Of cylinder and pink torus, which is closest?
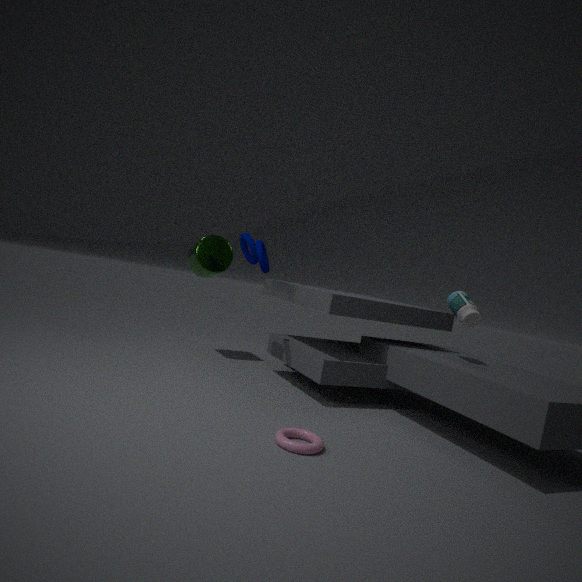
pink torus
